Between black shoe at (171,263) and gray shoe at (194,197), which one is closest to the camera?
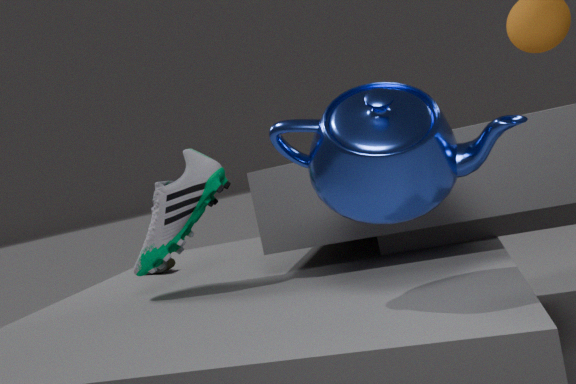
gray shoe at (194,197)
